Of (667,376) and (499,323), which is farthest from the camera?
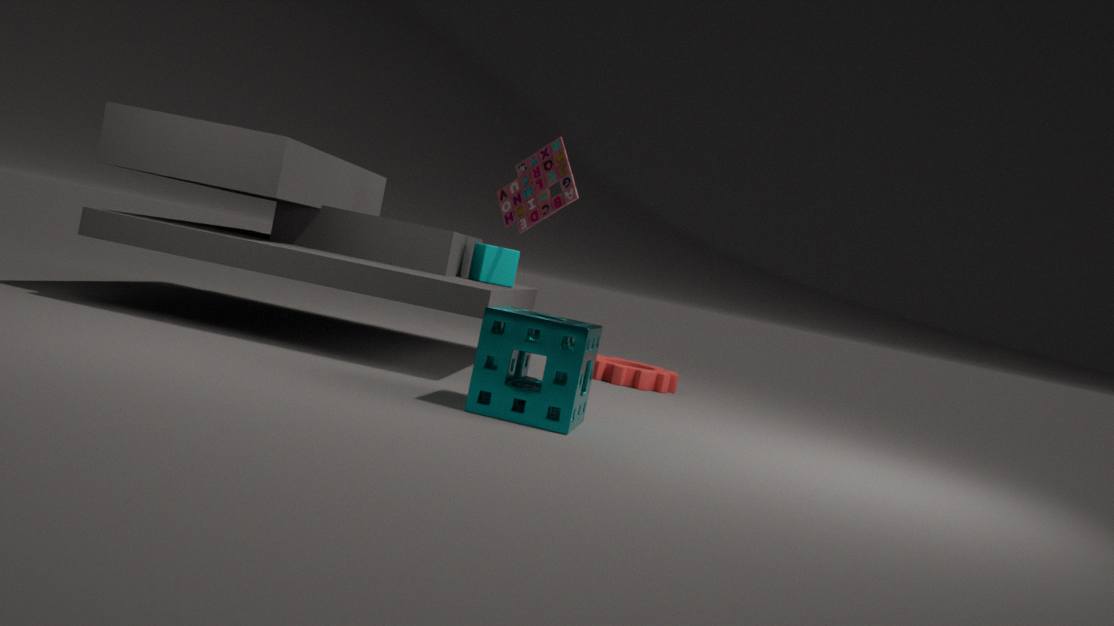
(667,376)
